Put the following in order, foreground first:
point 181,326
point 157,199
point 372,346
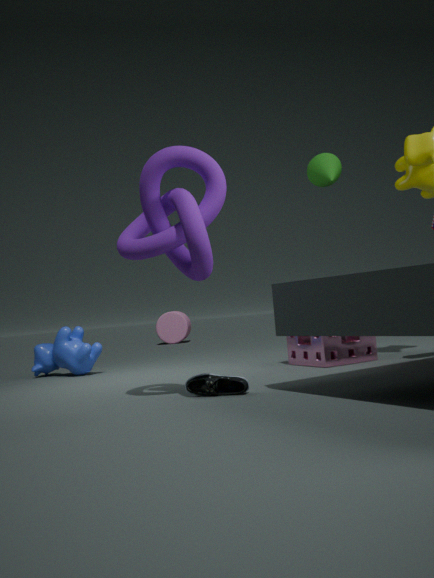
point 157,199 < point 372,346 < point 181,326
